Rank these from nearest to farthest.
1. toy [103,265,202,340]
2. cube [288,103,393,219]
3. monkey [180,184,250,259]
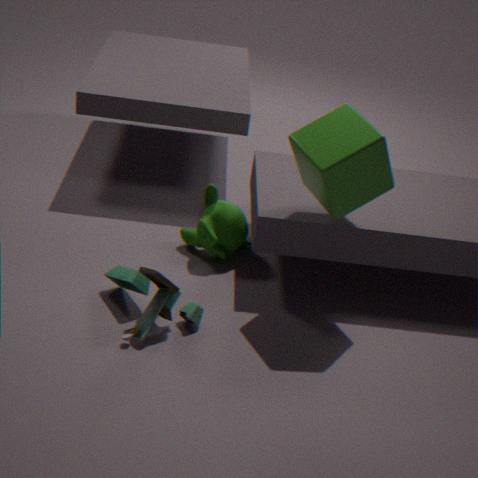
cube [288,103,393,219] < toy [103,265,202,340] < monkey [180,184,250,259]
